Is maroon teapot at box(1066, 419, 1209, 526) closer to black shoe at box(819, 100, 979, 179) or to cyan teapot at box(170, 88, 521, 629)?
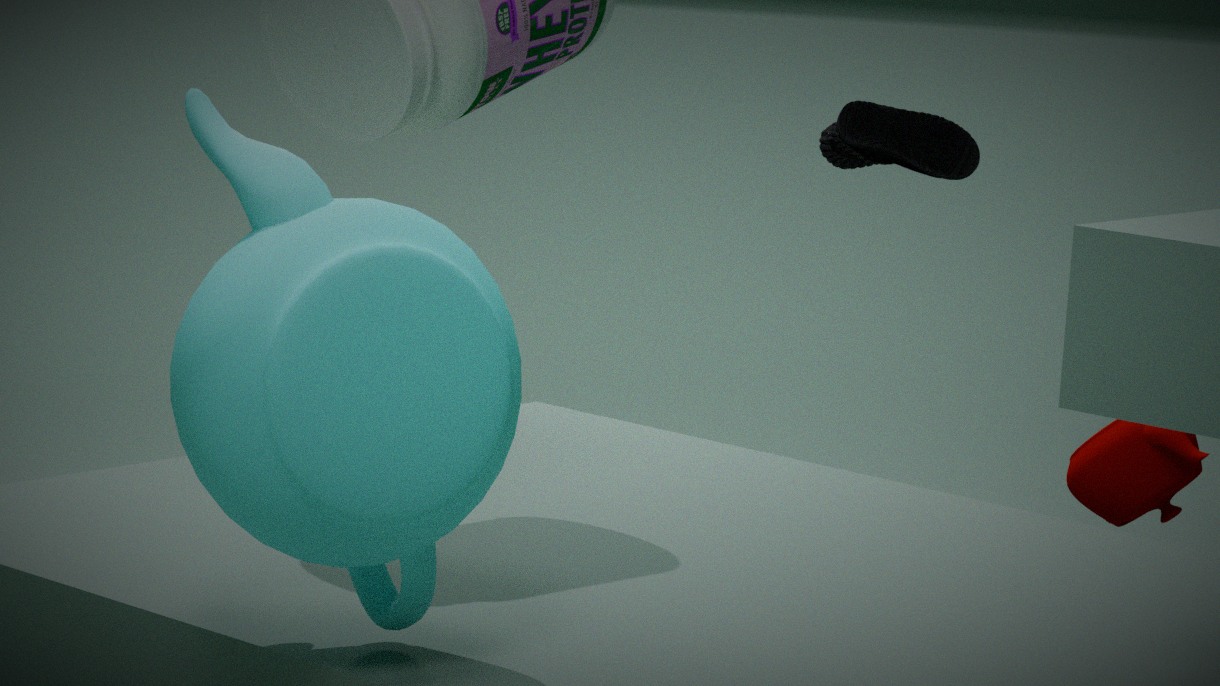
black shoe at box(819, 100, 979, 179)
